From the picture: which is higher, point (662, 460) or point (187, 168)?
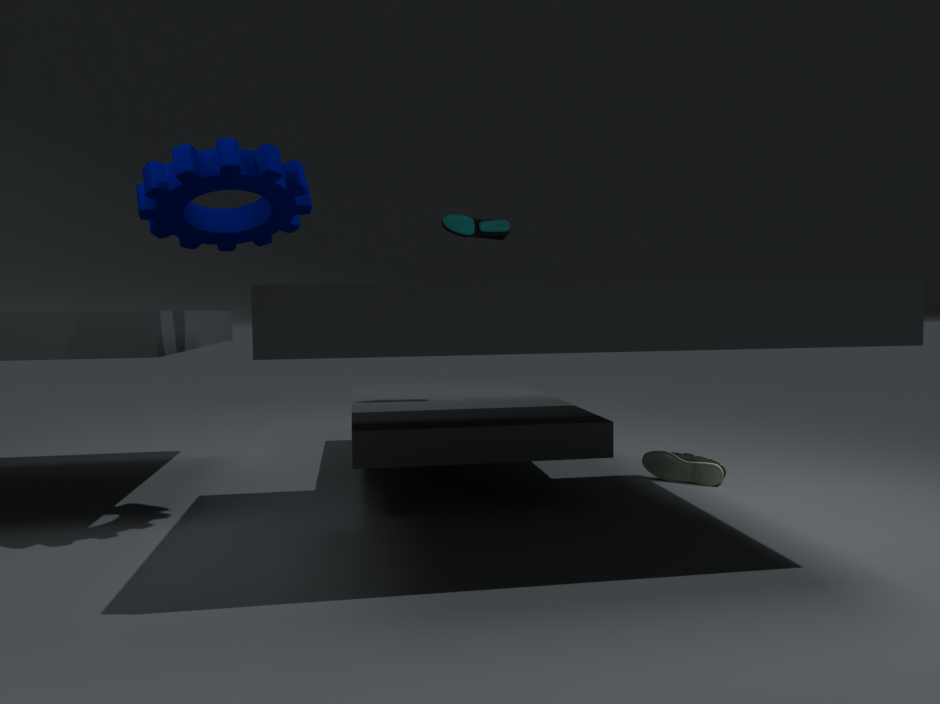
point (187, 168)
